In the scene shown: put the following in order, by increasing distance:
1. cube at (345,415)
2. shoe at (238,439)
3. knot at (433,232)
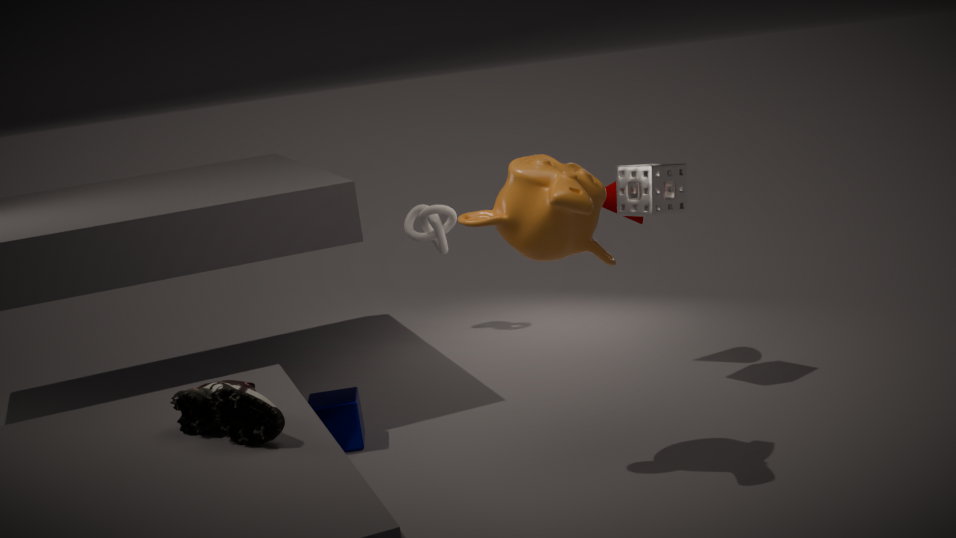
shoe at (238,439) < cube at (345,415) < knot at (433,232)
